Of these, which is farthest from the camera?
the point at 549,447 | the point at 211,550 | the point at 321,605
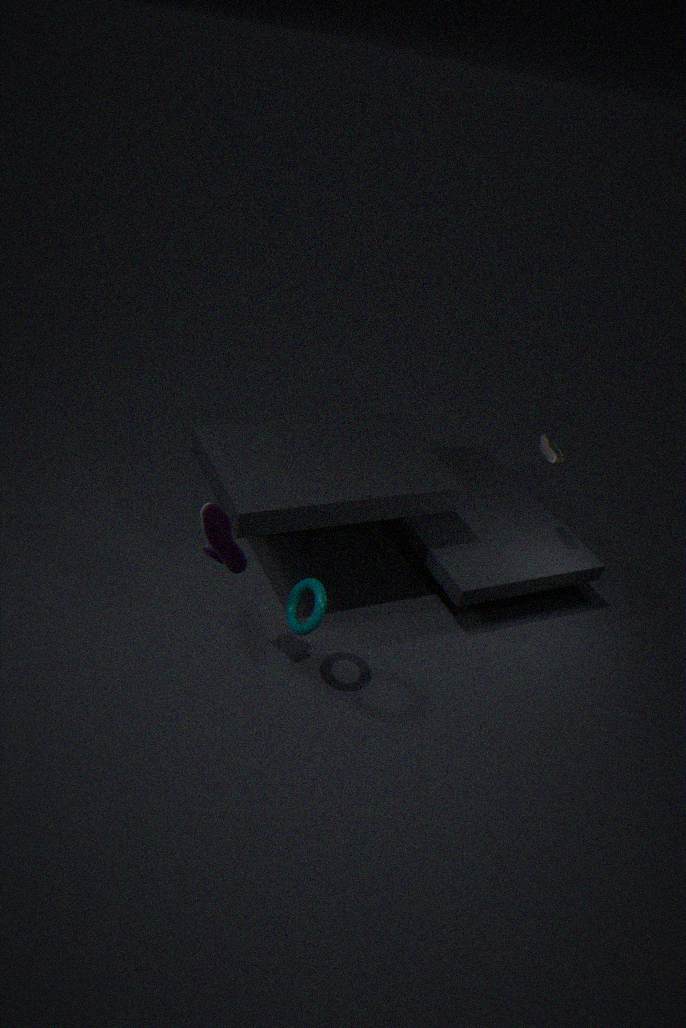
the point at 549,447
